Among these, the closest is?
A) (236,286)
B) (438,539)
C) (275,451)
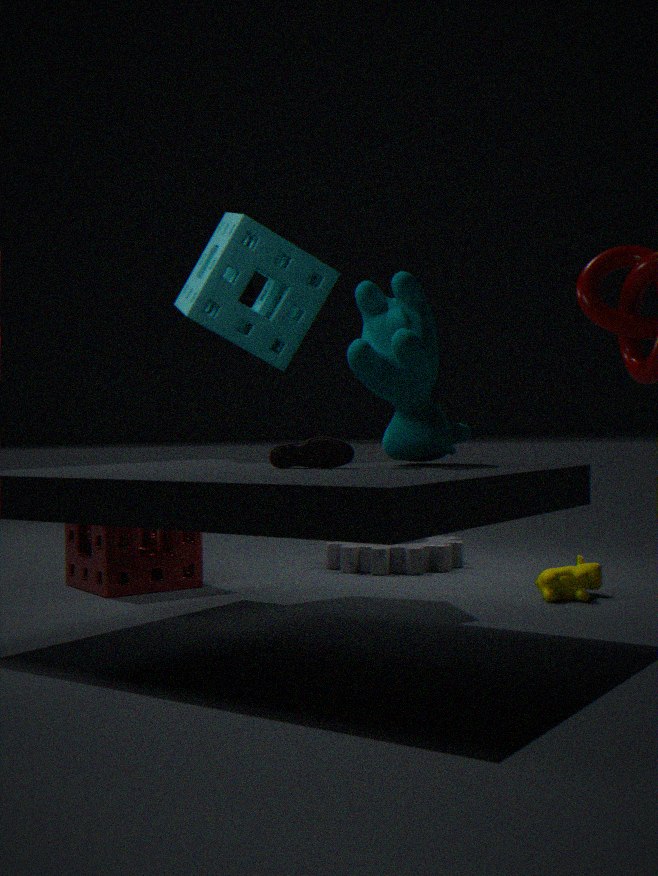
(275,451)
